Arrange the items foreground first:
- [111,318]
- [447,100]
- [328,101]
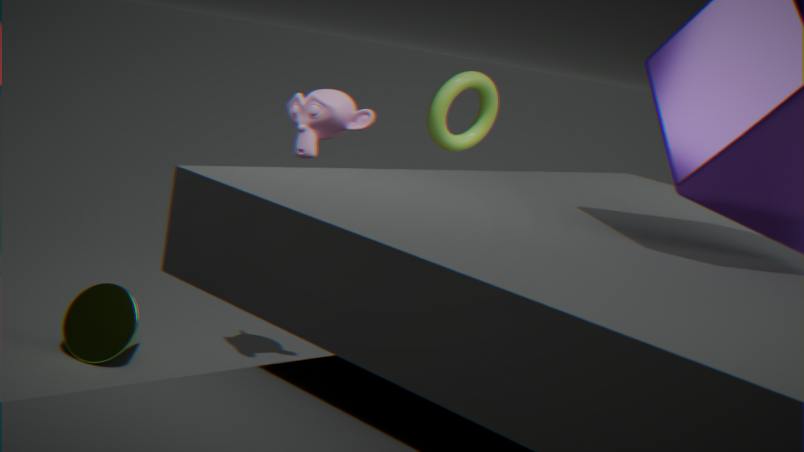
[328,101]
[111,318]
[447,100]
